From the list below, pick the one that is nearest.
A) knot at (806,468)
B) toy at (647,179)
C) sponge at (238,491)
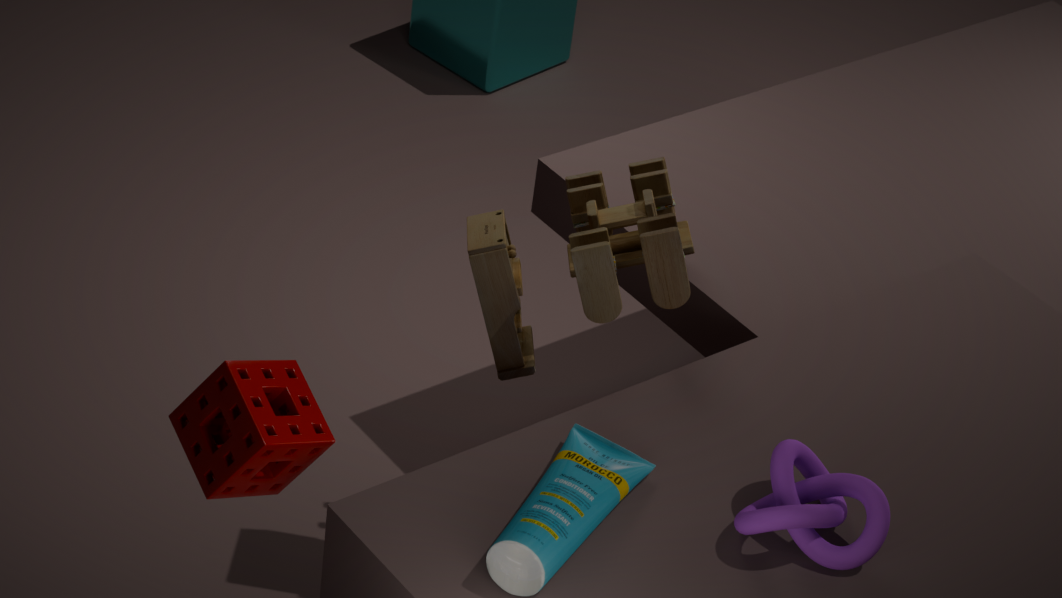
knot at (806,468)
